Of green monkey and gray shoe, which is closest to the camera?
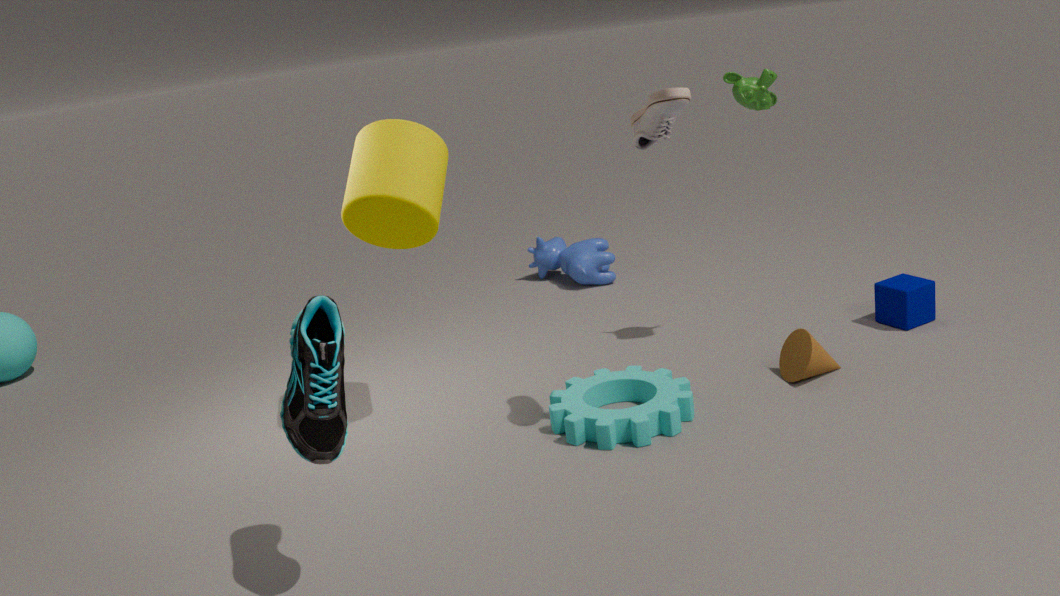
gray shoe
